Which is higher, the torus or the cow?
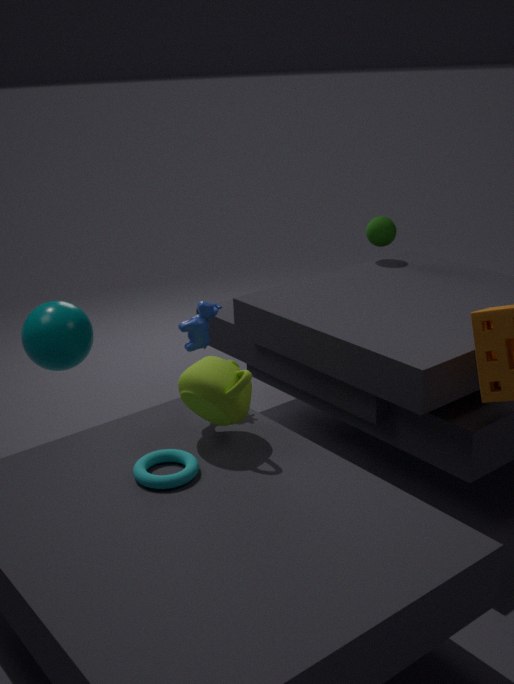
the cow
